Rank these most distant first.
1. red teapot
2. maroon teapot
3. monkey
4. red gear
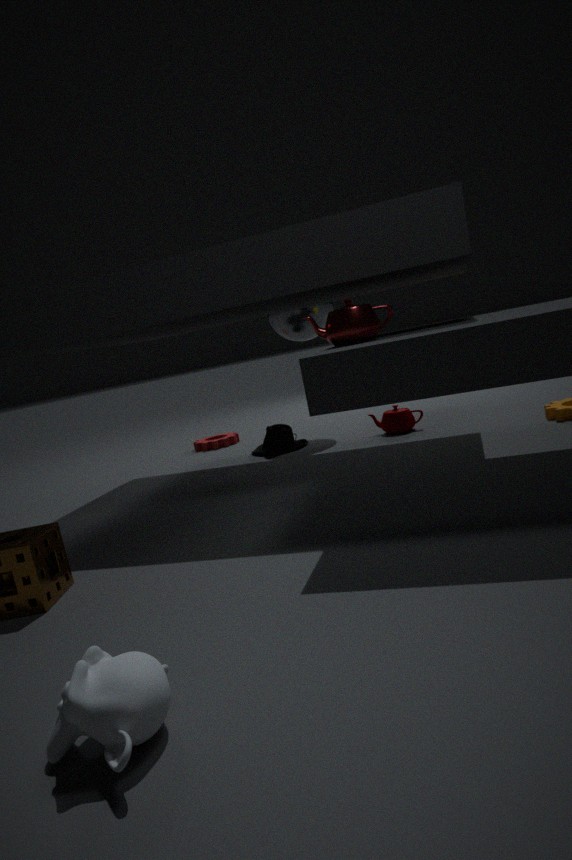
red gear → maroon teapot → red teapot → monkey
